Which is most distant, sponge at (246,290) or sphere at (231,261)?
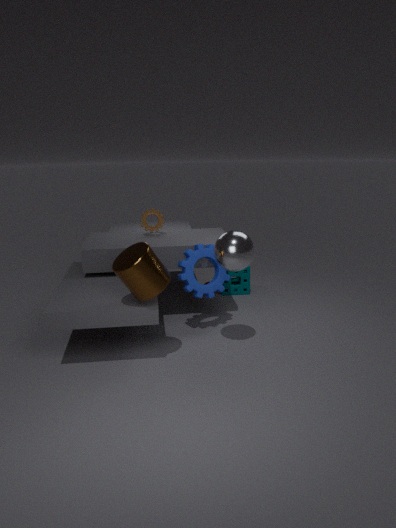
sponge at (246,290)
